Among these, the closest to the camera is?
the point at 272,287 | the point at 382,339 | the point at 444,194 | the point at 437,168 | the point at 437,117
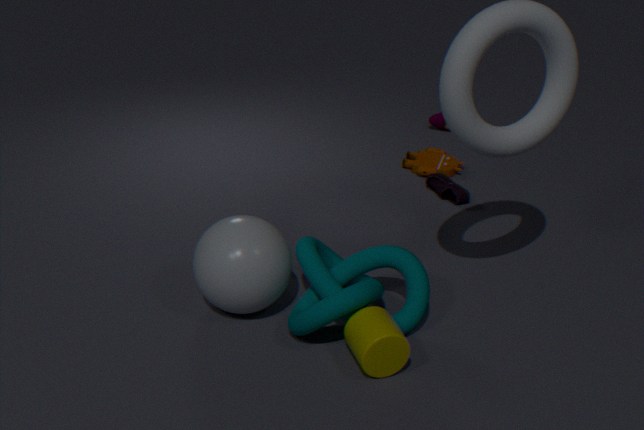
the point at 382,339
